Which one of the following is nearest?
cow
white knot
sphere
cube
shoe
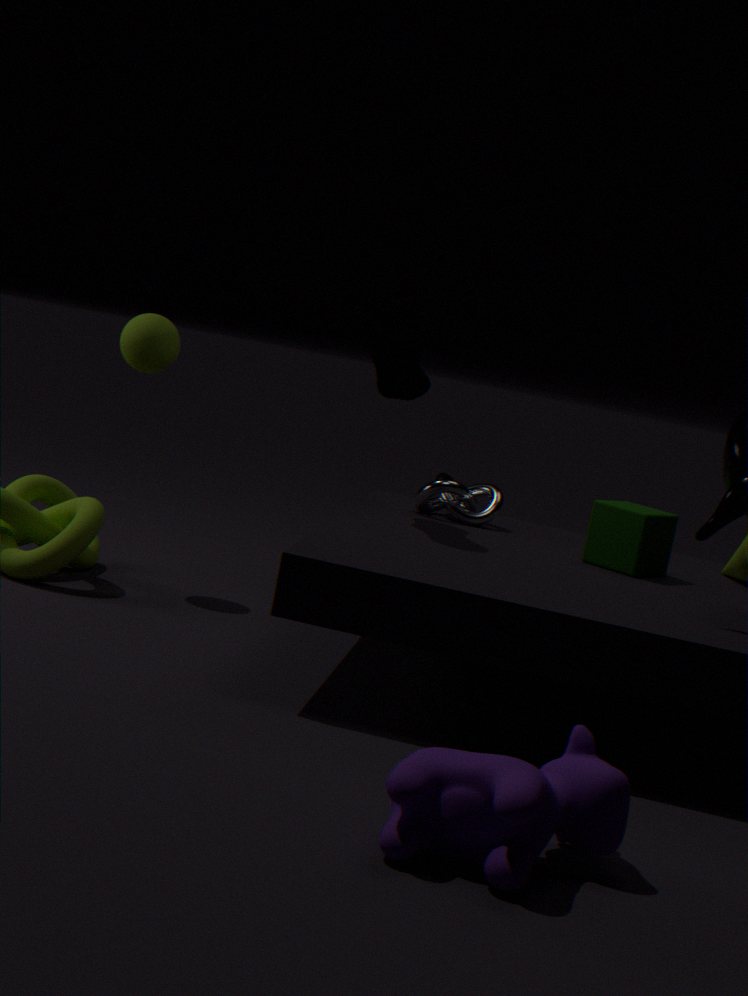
cow
